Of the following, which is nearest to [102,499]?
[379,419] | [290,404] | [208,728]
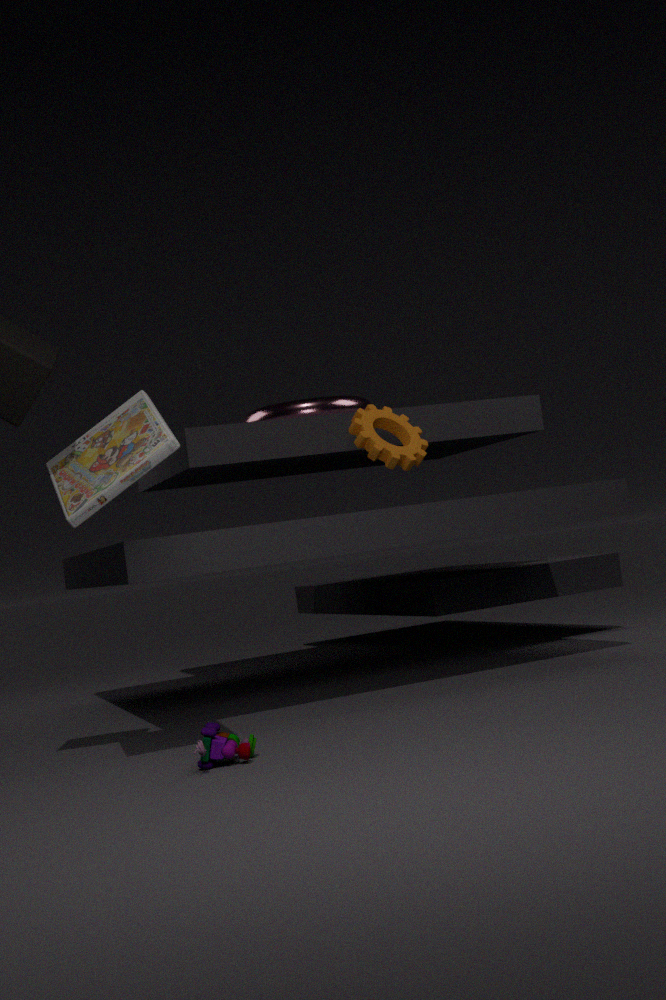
[208,728]
